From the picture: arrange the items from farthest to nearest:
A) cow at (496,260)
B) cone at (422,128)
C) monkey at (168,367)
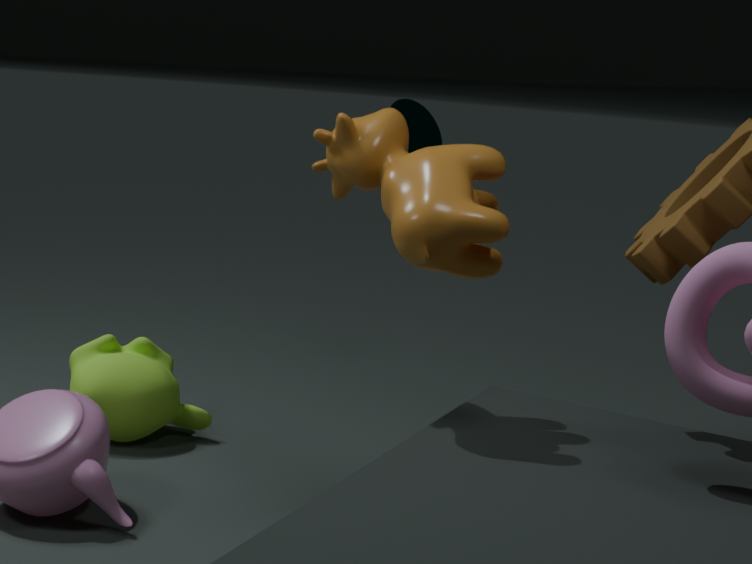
cone at (422,128)
monkey at (168,367)
cow at (496,260)
